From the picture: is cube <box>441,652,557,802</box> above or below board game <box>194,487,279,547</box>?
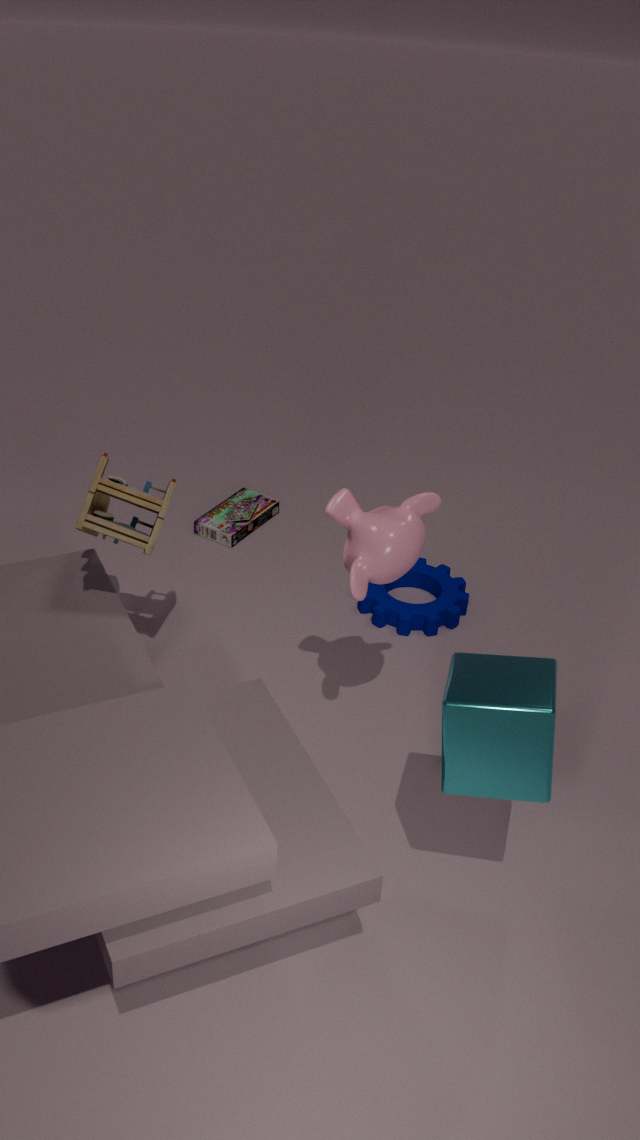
above
